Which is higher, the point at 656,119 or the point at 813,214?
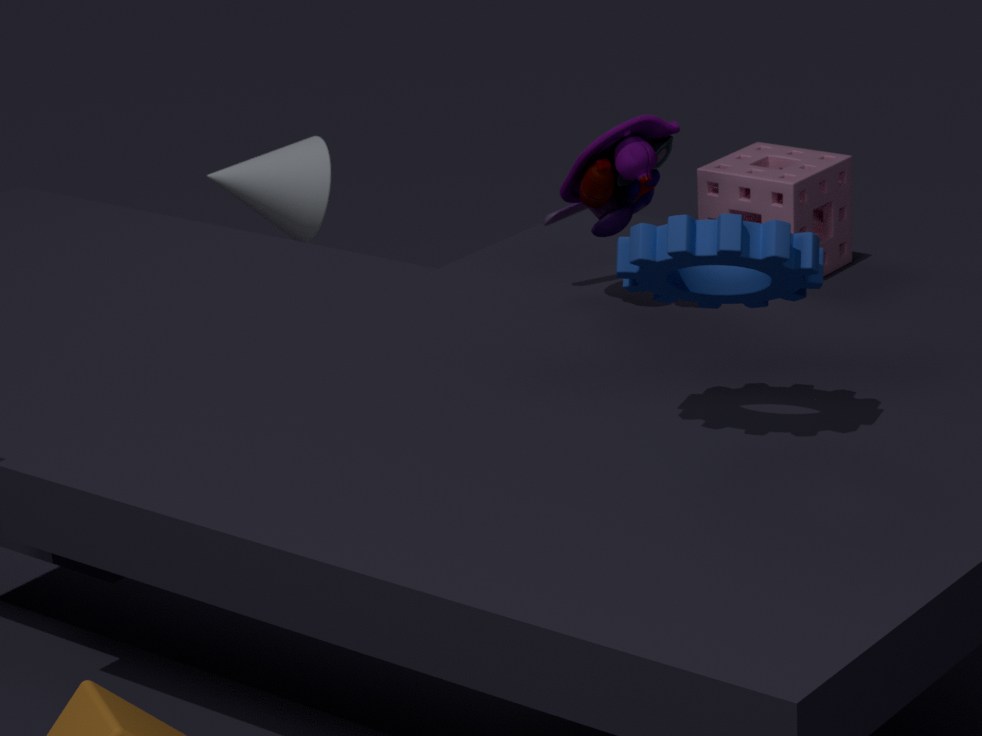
the point at 656,119
